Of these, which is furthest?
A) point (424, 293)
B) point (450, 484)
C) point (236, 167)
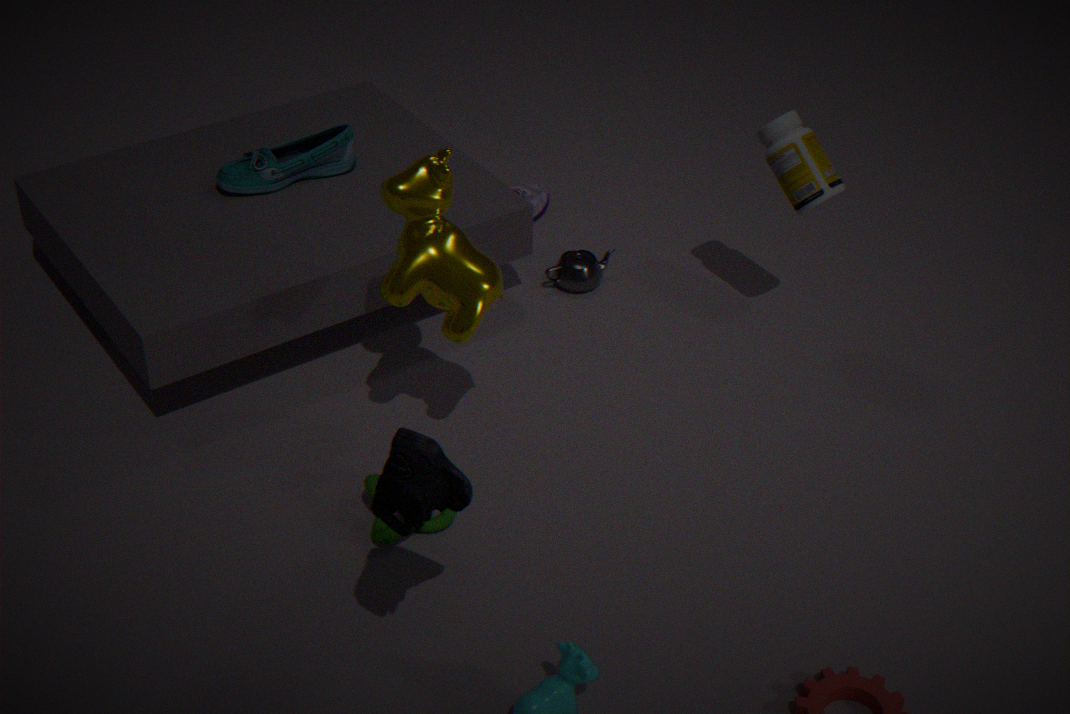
point (236, 167)
